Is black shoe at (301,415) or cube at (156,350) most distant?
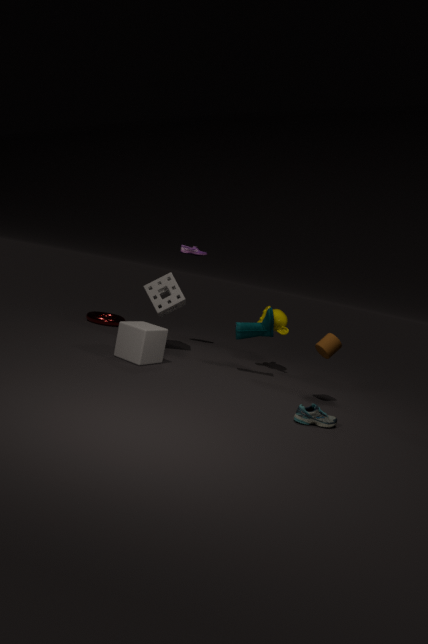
cube at (156,350)
